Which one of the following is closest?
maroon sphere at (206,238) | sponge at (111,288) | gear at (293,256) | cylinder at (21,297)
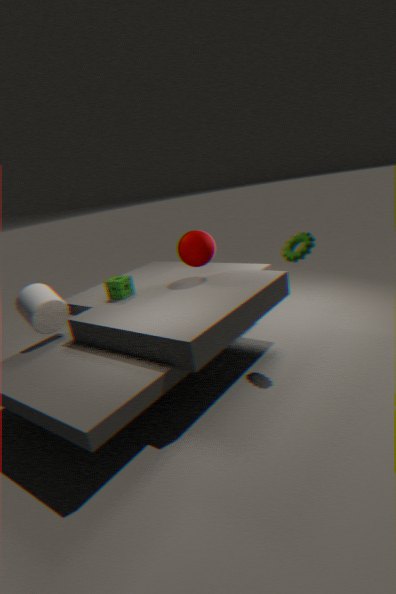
gear at (293,256)
